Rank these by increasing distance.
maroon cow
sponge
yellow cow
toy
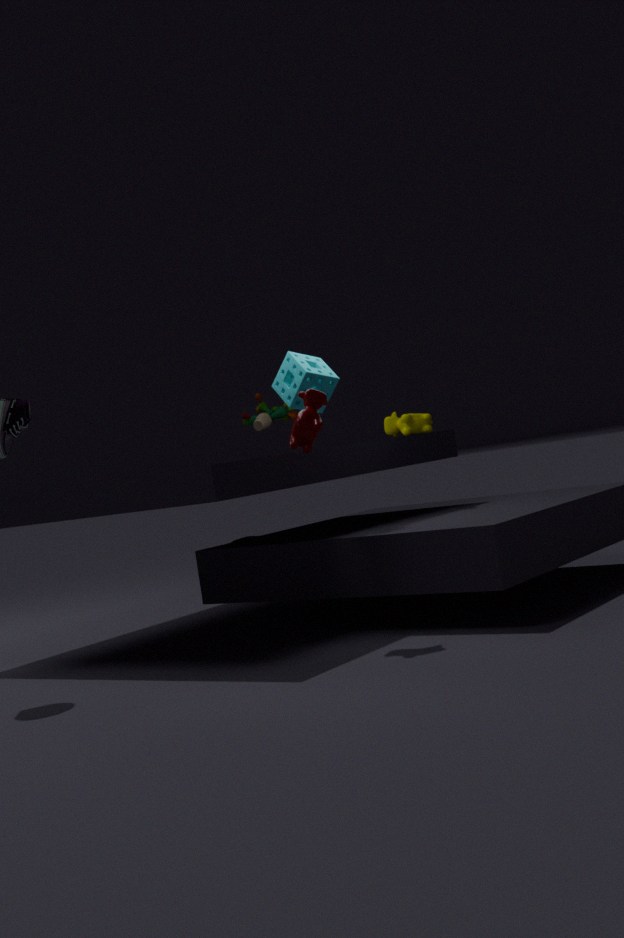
maroon cow < sponge < yellow cow < toy
